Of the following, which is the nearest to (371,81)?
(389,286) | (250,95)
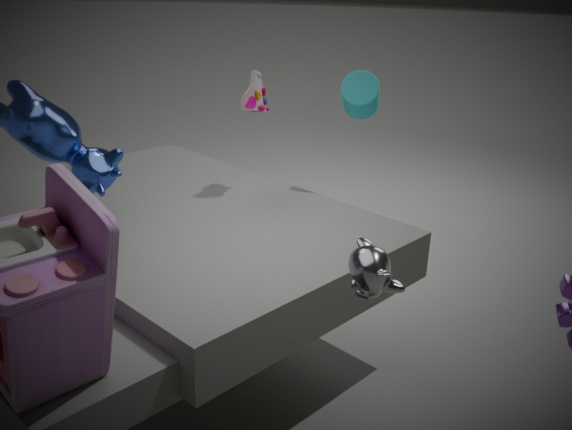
(250,95)
